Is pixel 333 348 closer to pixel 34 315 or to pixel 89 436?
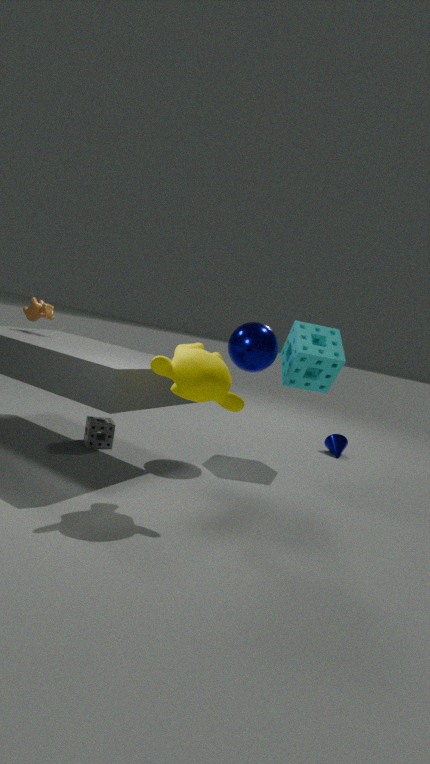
pixel 89 436
